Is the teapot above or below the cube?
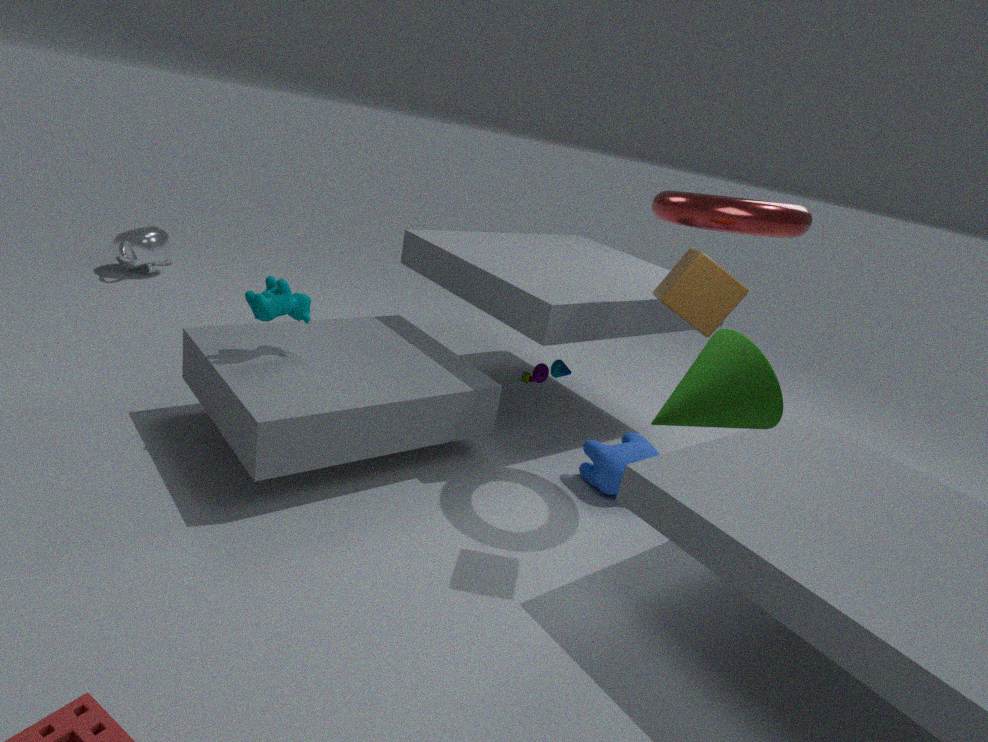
below
